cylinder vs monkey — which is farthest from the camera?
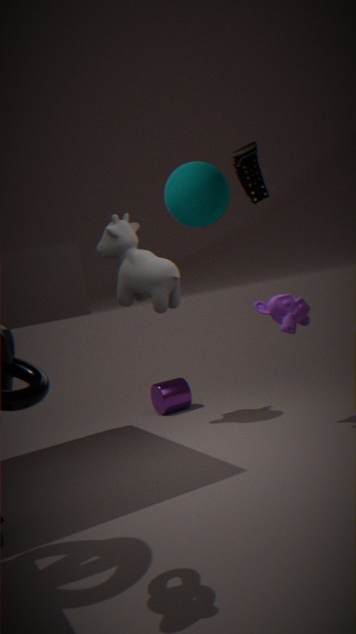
cylinder
